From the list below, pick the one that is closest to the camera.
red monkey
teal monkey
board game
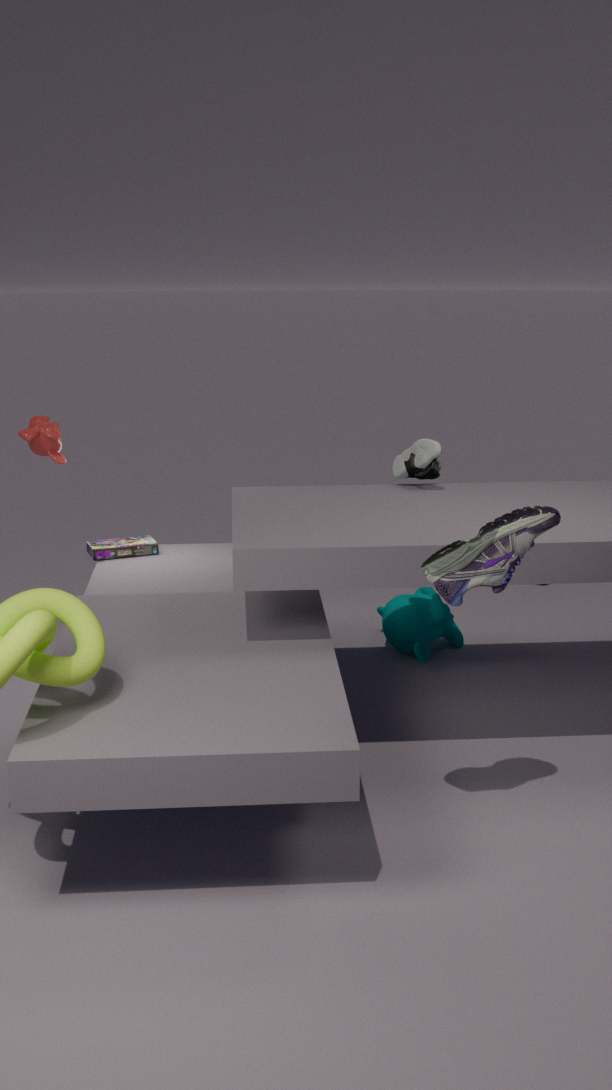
red monkey
